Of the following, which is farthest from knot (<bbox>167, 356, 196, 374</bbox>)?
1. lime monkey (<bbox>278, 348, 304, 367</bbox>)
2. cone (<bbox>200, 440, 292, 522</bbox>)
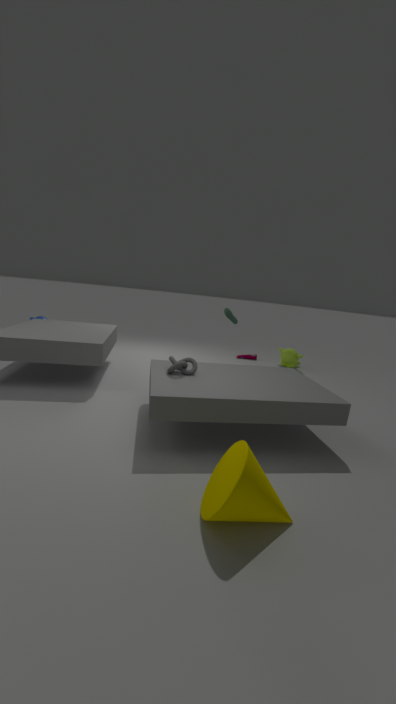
lime monkey (<bbox>278, 348, 304, 367</bbox>)
